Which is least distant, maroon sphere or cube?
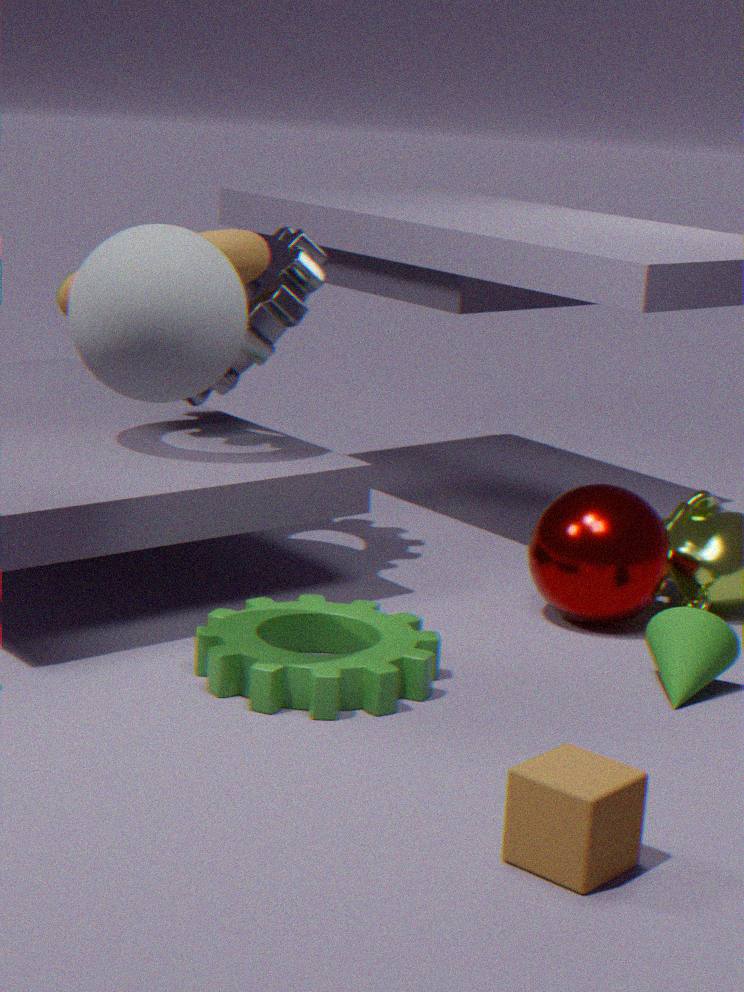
cube
